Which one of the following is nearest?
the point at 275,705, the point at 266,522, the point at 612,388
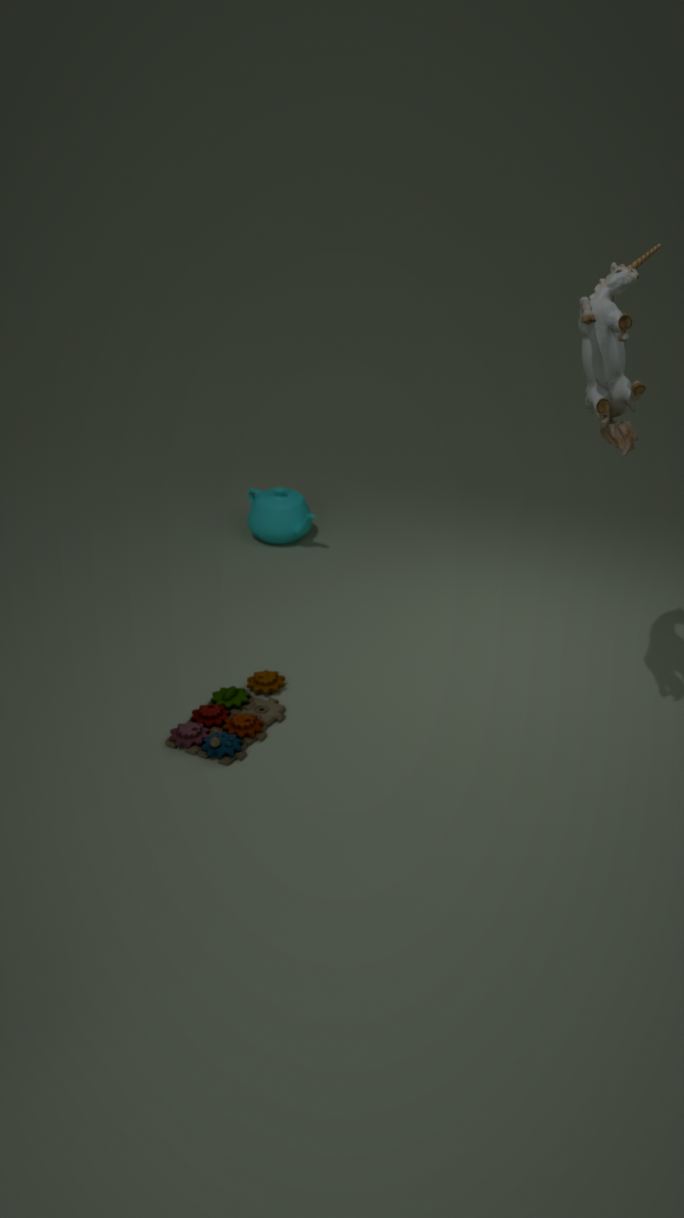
the point at 612,388
